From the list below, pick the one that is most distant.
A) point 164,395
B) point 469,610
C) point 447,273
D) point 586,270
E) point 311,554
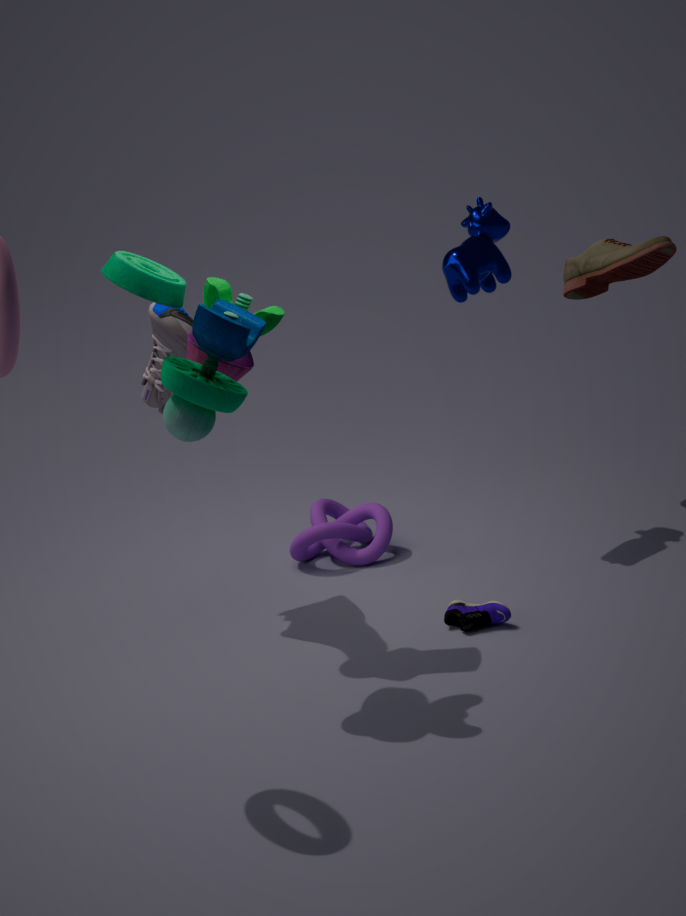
point 311,554
